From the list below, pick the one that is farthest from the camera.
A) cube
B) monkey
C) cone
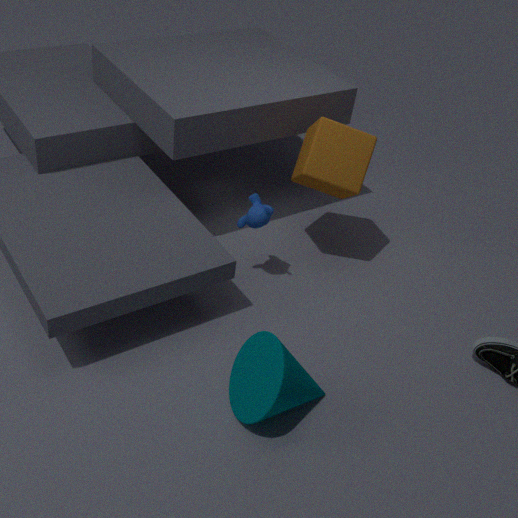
cube
